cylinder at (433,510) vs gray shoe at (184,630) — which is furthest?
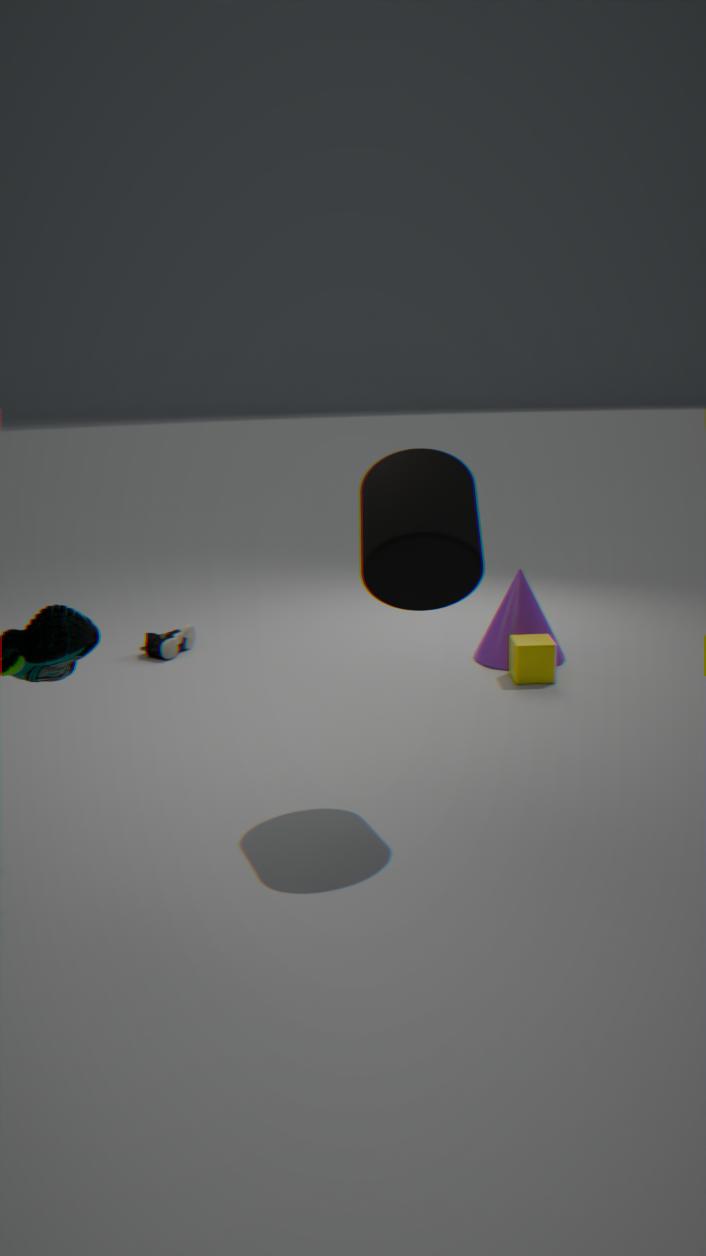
gray shoe at (184,630)
